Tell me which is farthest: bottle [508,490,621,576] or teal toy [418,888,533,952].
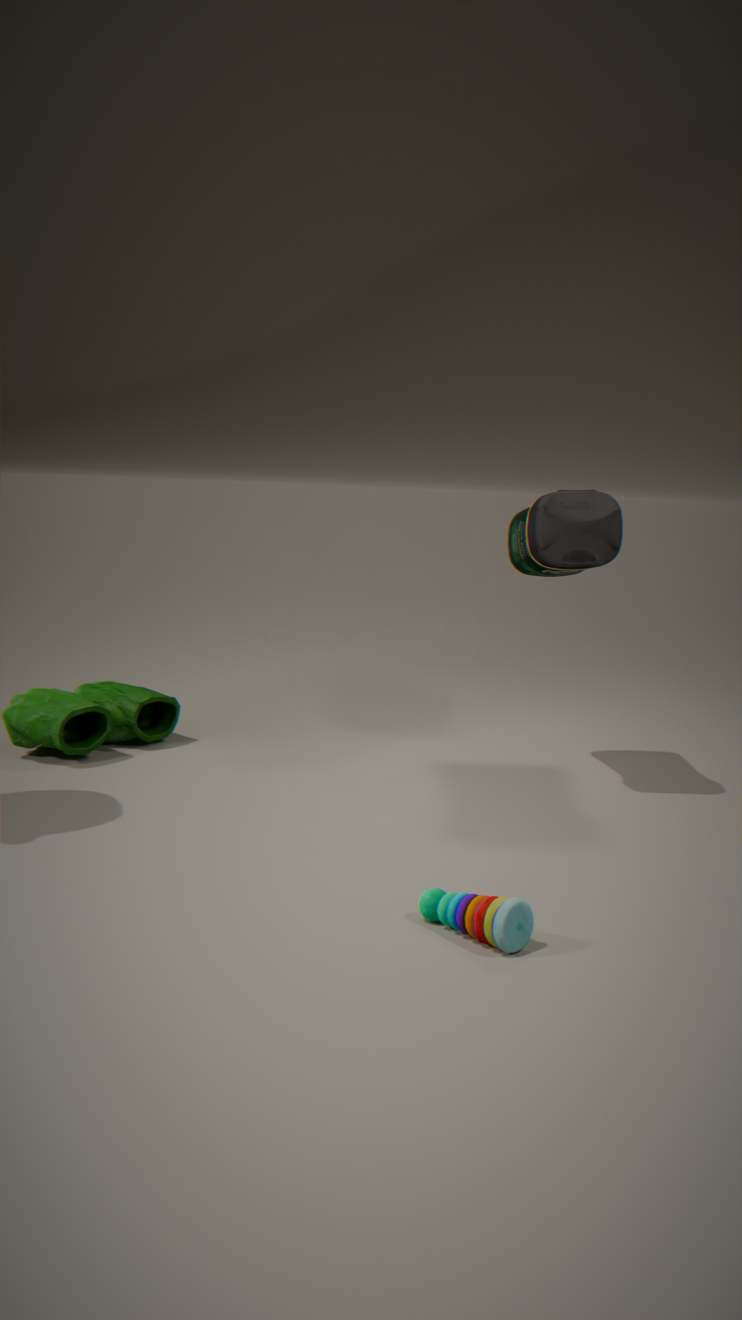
bottle [508,490,621,576]
